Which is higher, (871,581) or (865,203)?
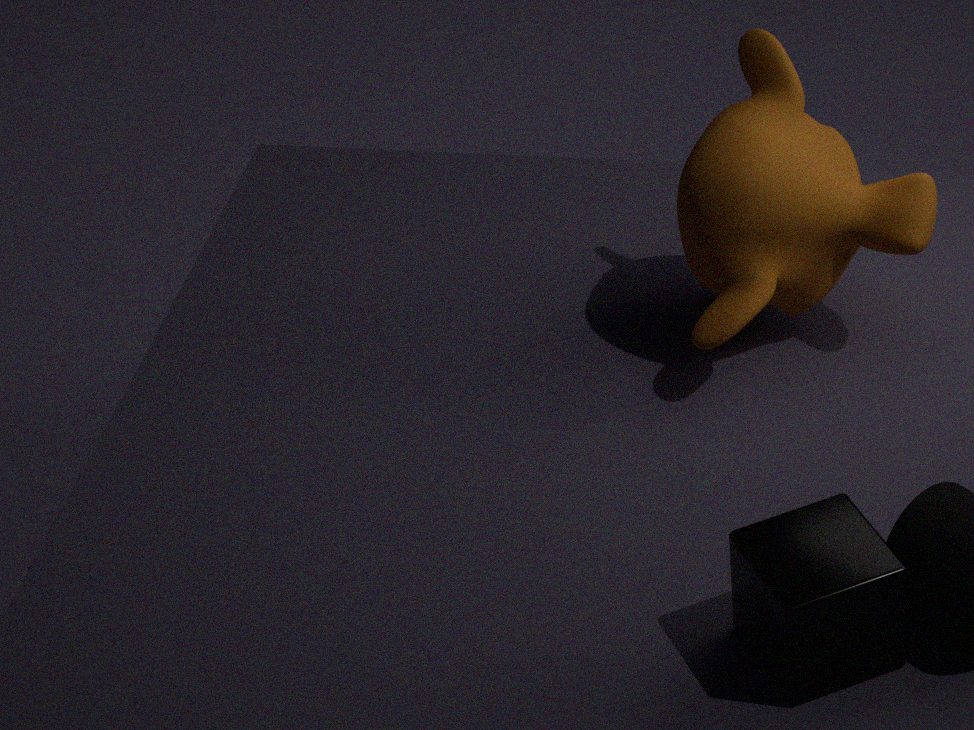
(865,203)
